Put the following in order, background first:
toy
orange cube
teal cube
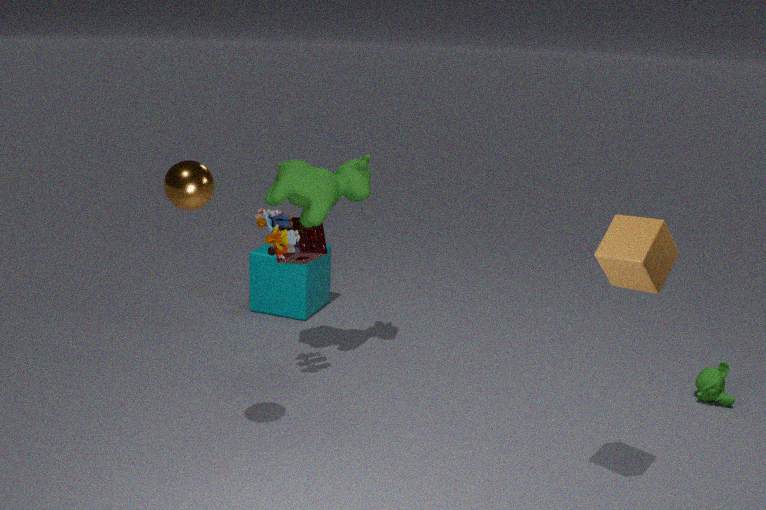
teal cube → toy → orange cube
